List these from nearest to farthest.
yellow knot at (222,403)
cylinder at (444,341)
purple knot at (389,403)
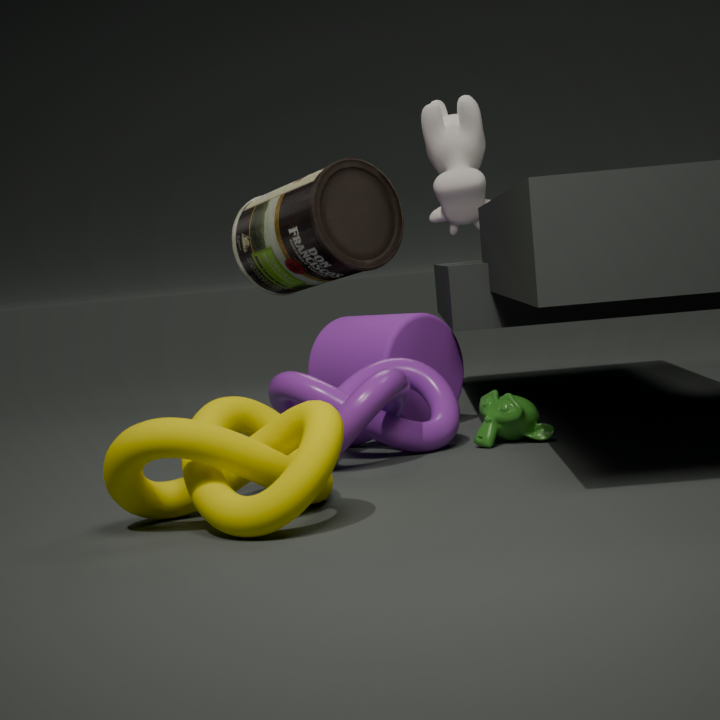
yellow knot at (222,403) < purple knot at (389,403) < cylinder at (444,341)
